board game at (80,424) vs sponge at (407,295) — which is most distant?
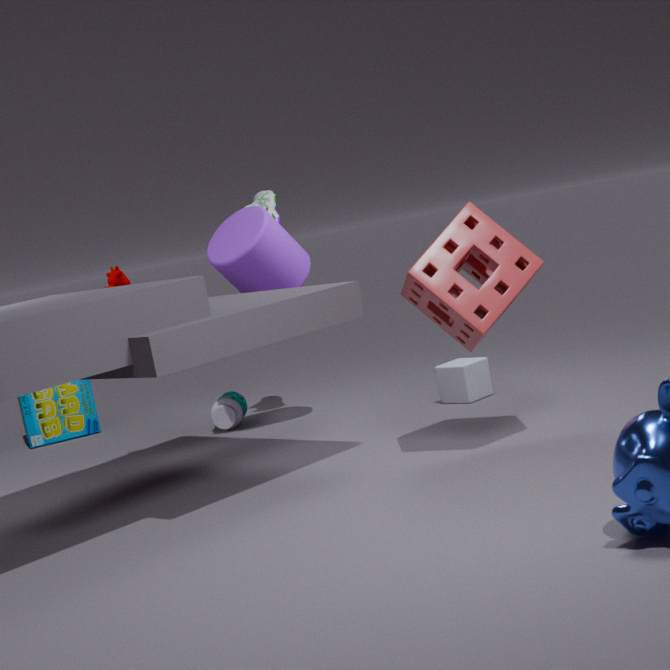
board game at (80,424)
